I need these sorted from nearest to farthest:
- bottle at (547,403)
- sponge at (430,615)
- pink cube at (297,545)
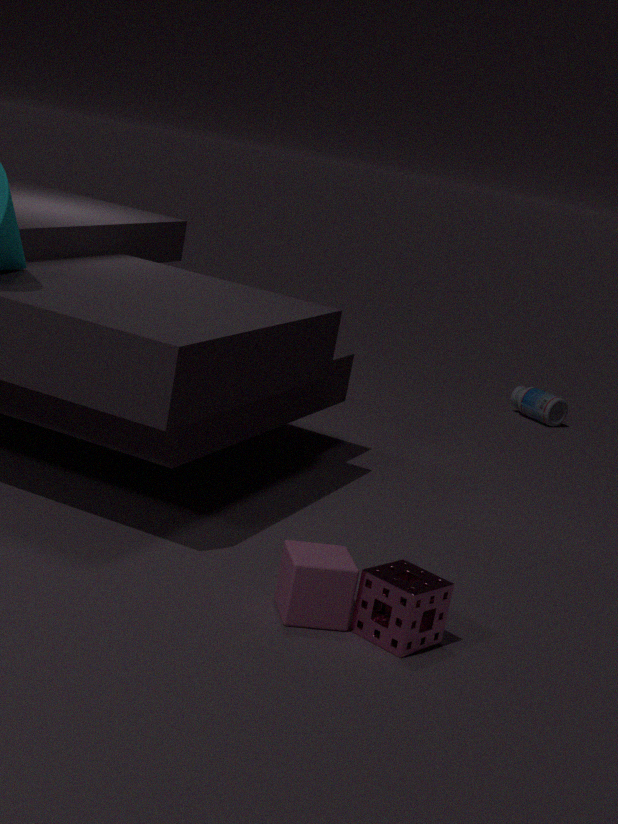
sponge at (430,615), pink cube at (297,545), bottle at (547,403)
